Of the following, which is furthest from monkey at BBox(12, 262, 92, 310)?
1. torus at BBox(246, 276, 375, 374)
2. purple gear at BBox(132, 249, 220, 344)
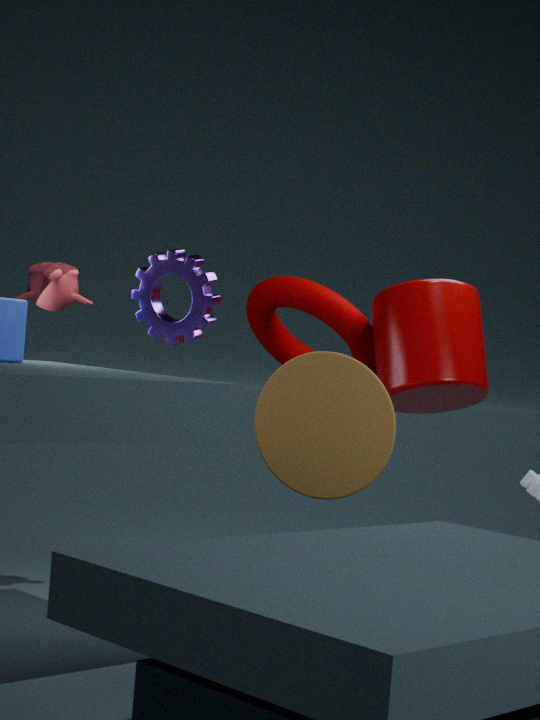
torus at BBox(246, 276, 375, 374)
